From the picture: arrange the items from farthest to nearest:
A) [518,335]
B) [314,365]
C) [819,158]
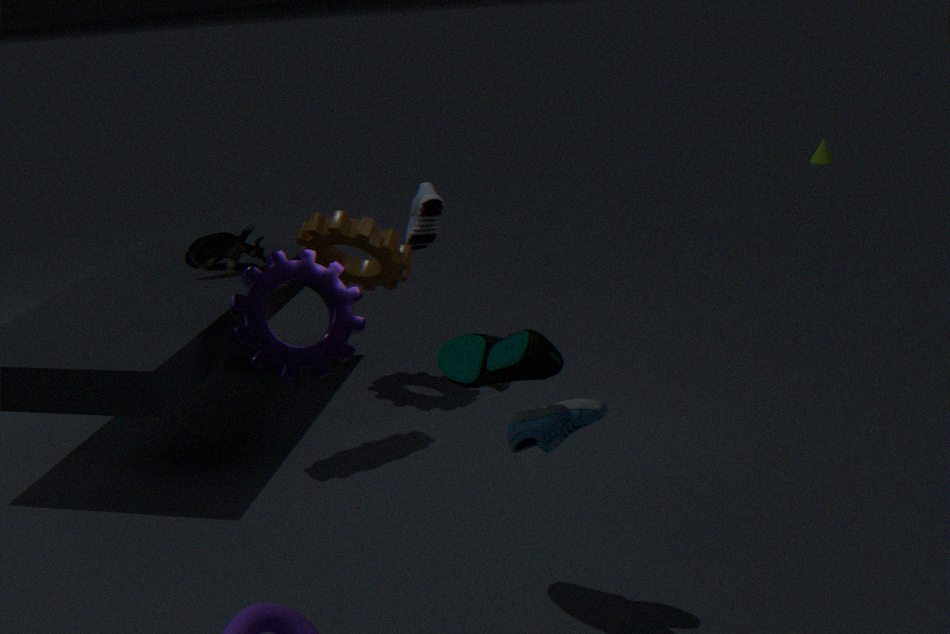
[819,158]
[314,365]
[518,335]
